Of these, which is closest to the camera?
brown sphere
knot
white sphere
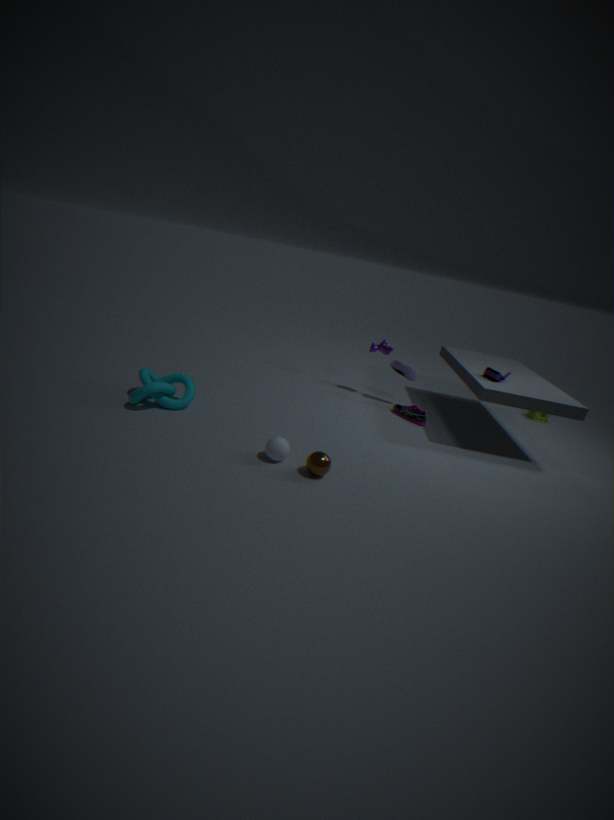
brown sphere
